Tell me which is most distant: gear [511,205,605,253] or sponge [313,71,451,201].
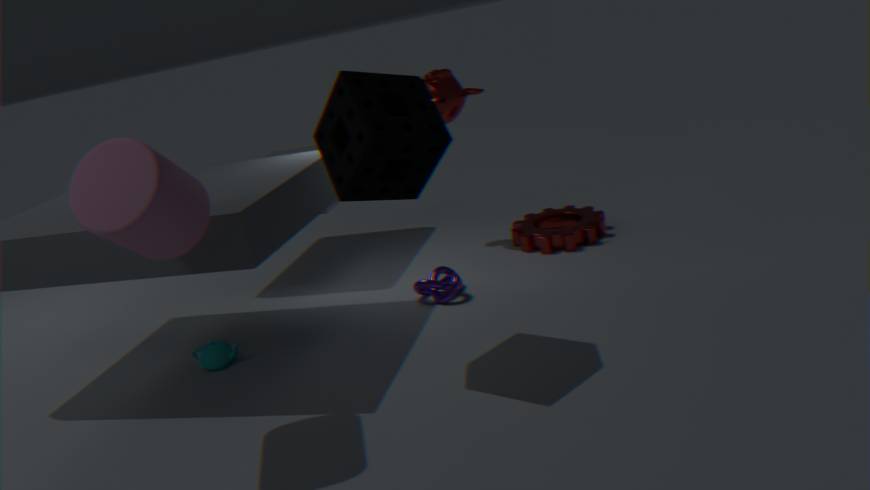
gear [511,205,605,253]
